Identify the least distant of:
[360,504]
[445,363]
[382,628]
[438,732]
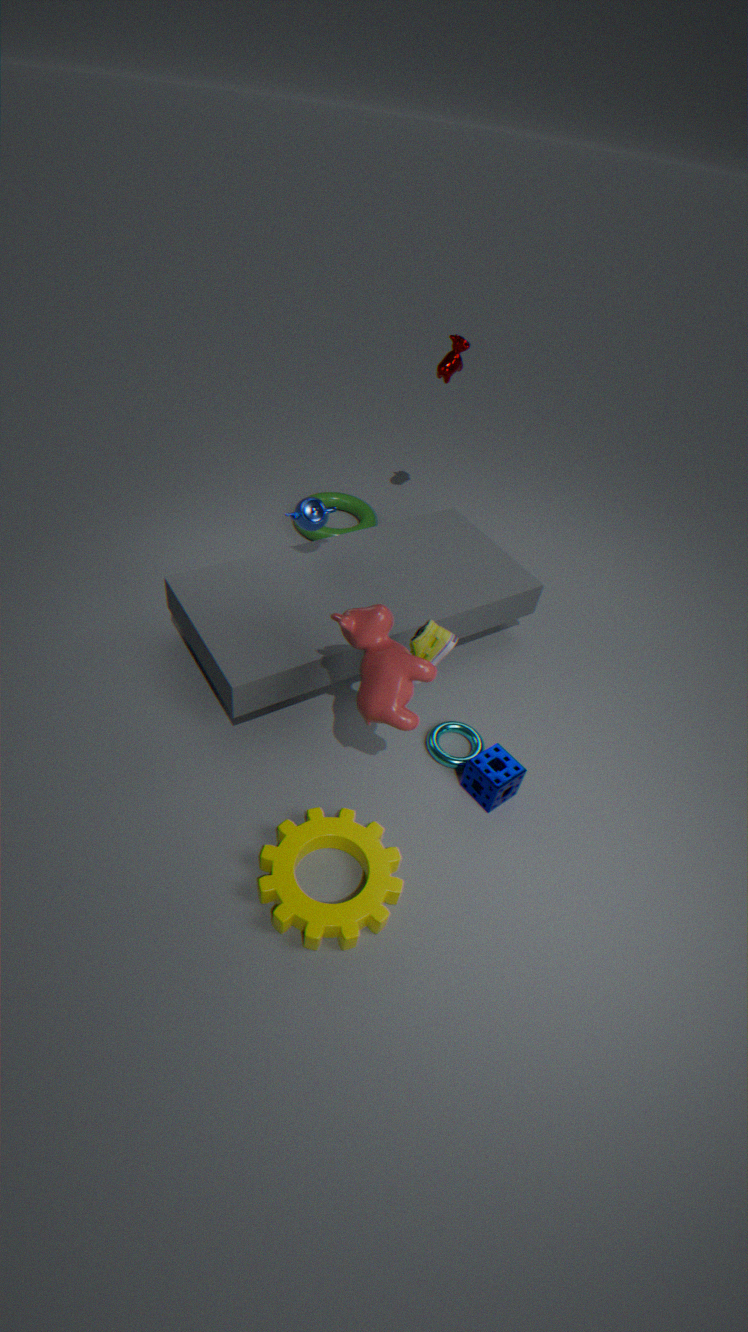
[382,628]
